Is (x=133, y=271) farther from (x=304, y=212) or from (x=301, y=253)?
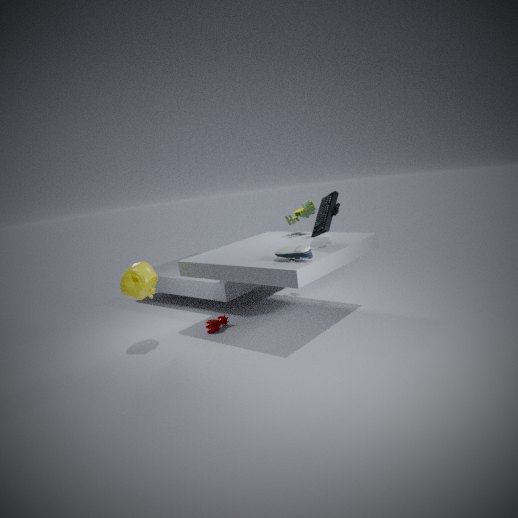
(x=304, y=212)
